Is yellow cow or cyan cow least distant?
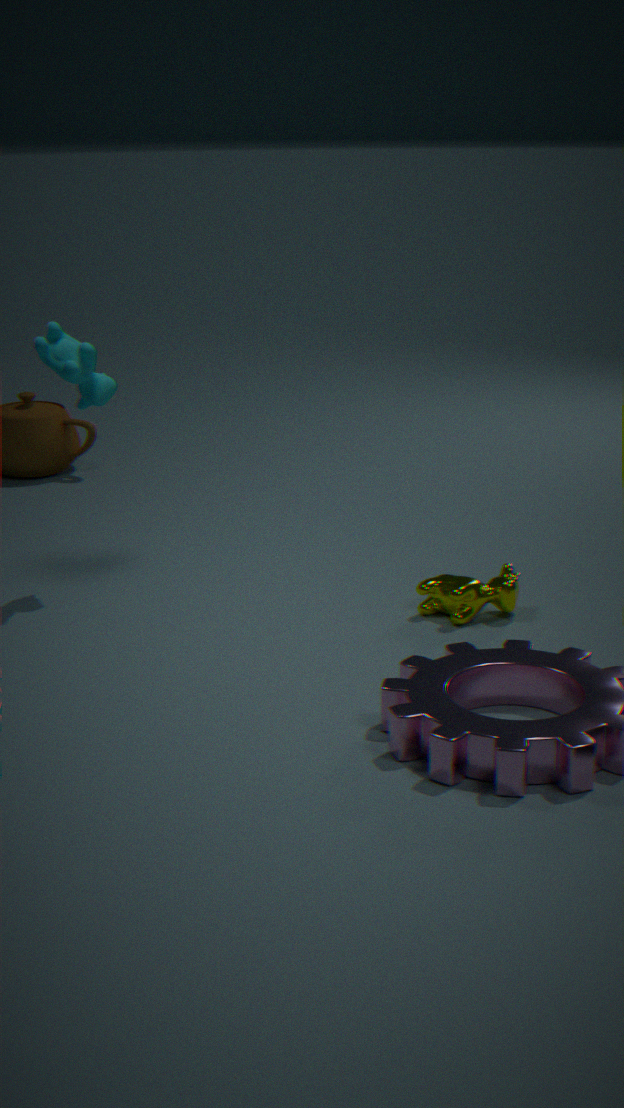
yellow cow
